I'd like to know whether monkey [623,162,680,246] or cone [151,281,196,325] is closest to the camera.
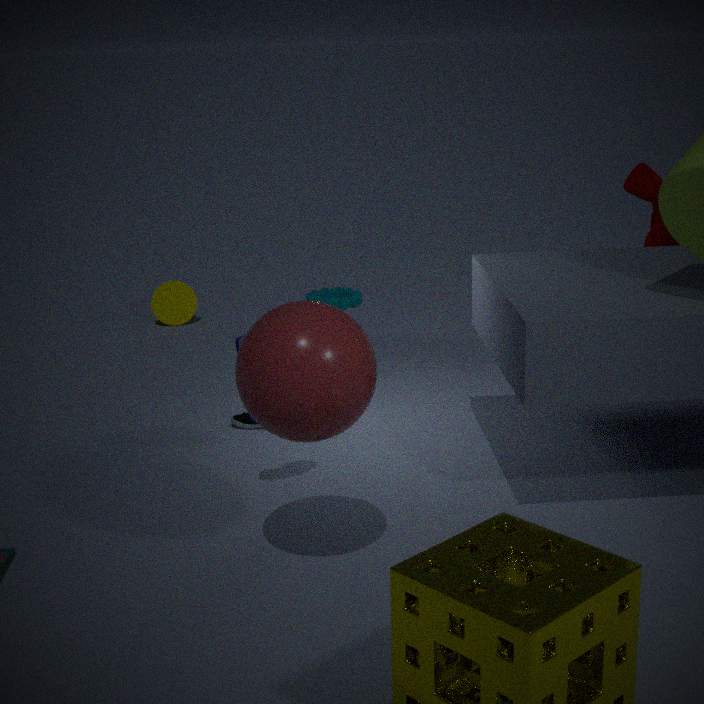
monkey [623,162,680,246]
